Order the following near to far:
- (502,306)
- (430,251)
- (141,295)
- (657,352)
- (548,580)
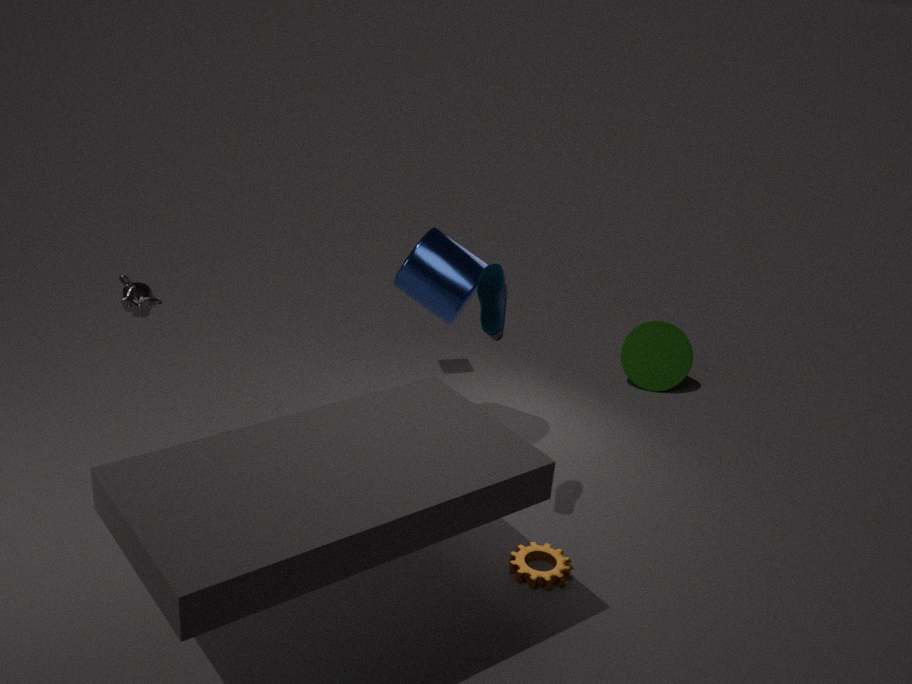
(502,306) < (548,580) < (141,295) < (430,251) < (657,352)
